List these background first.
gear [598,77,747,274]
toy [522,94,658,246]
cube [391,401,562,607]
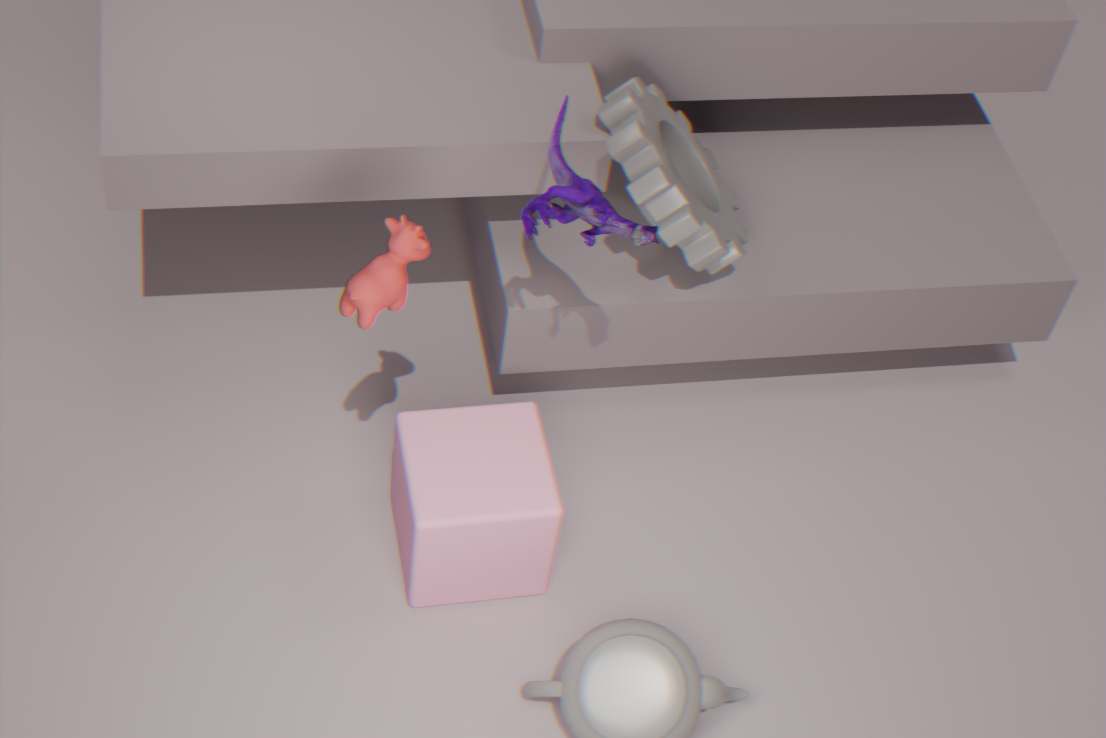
gear [598,77,747,274], cube [391,401,562,607], toy [522,94,658,246]
